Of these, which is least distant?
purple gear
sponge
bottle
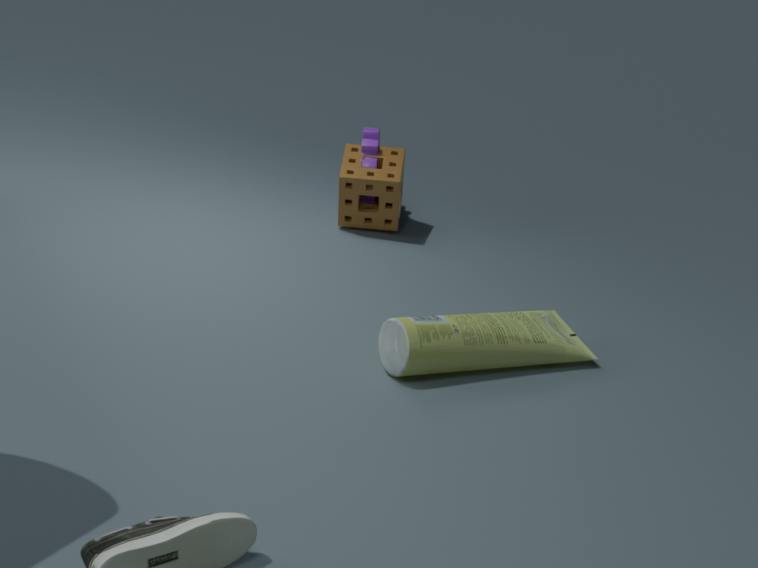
bottle
